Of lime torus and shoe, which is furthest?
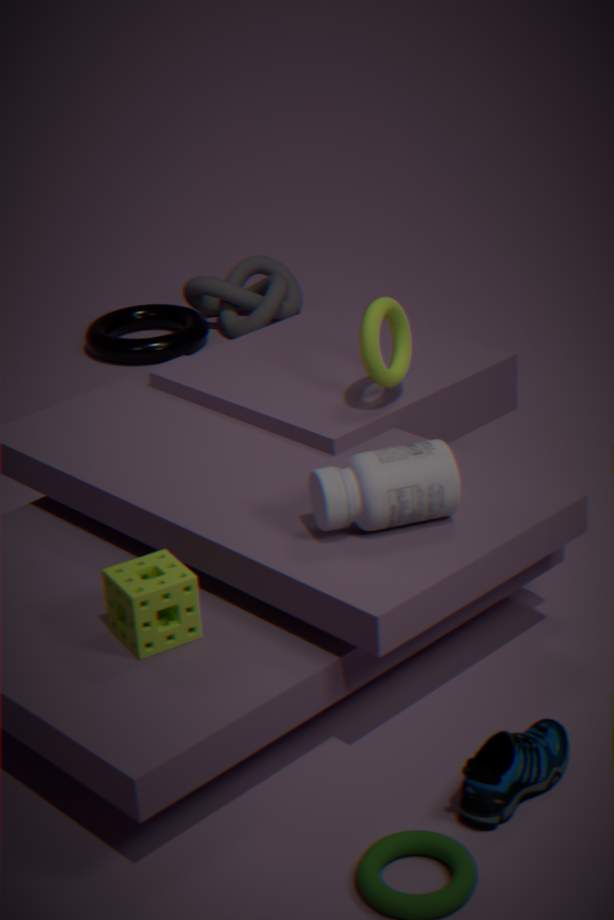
lime torus
